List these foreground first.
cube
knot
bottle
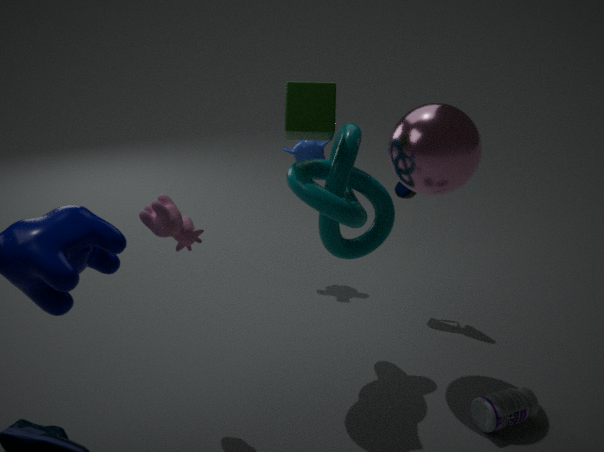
1. knot
2. cube
3. bottle
